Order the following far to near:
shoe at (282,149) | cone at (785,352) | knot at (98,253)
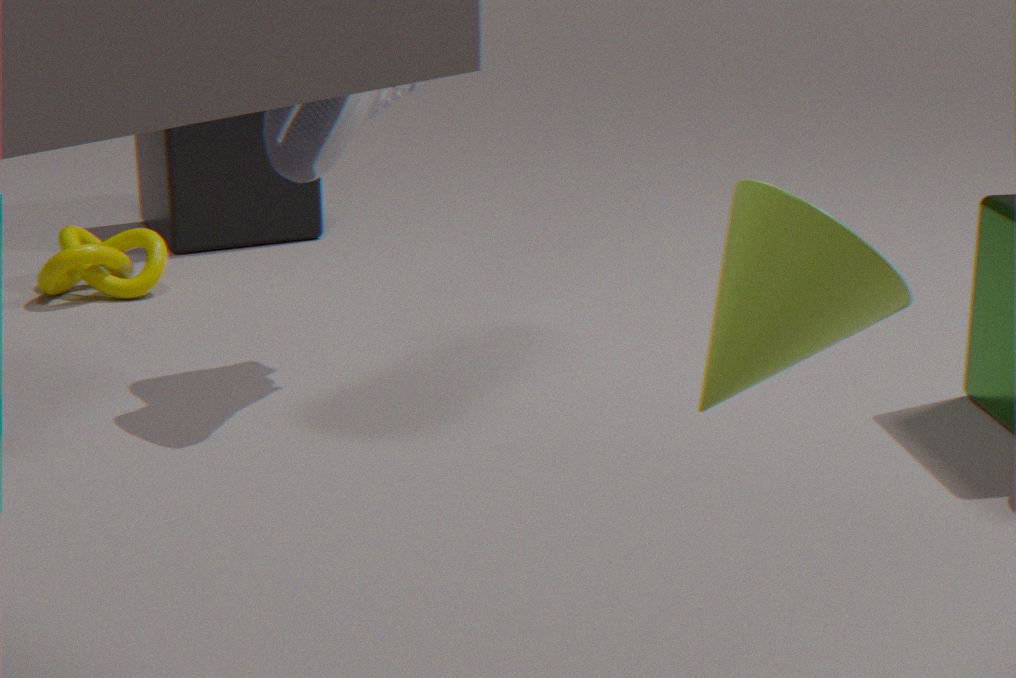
knot at (98,253) < shoe at (282,149) < cone at (785,352)
